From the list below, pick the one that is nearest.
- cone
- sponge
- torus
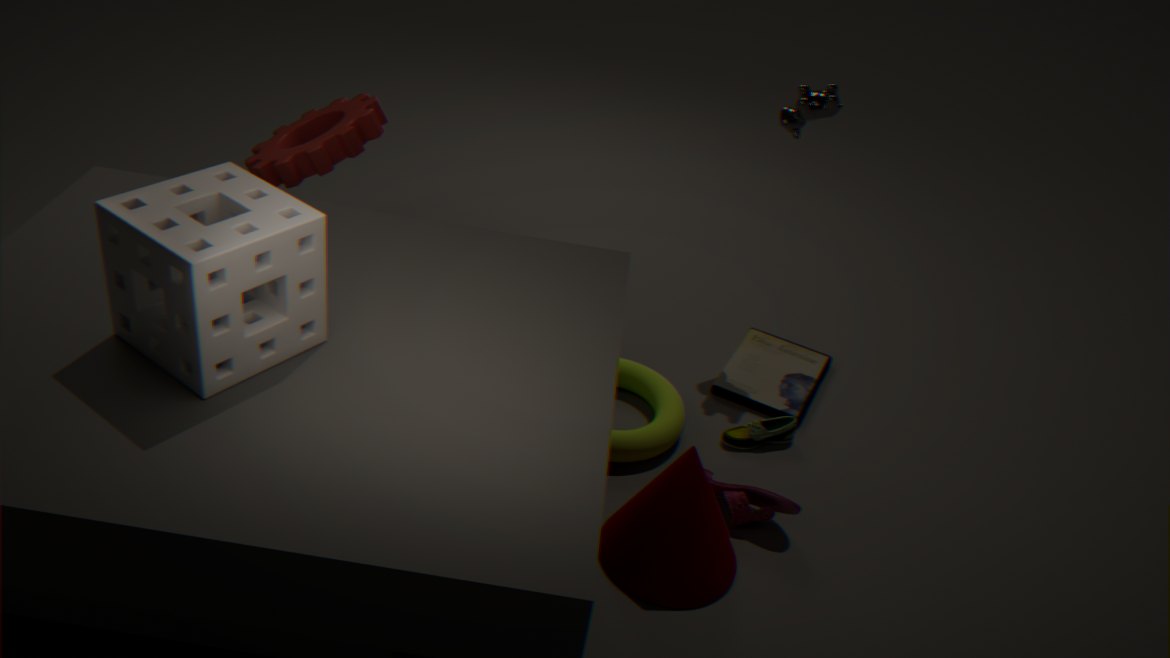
sponge
